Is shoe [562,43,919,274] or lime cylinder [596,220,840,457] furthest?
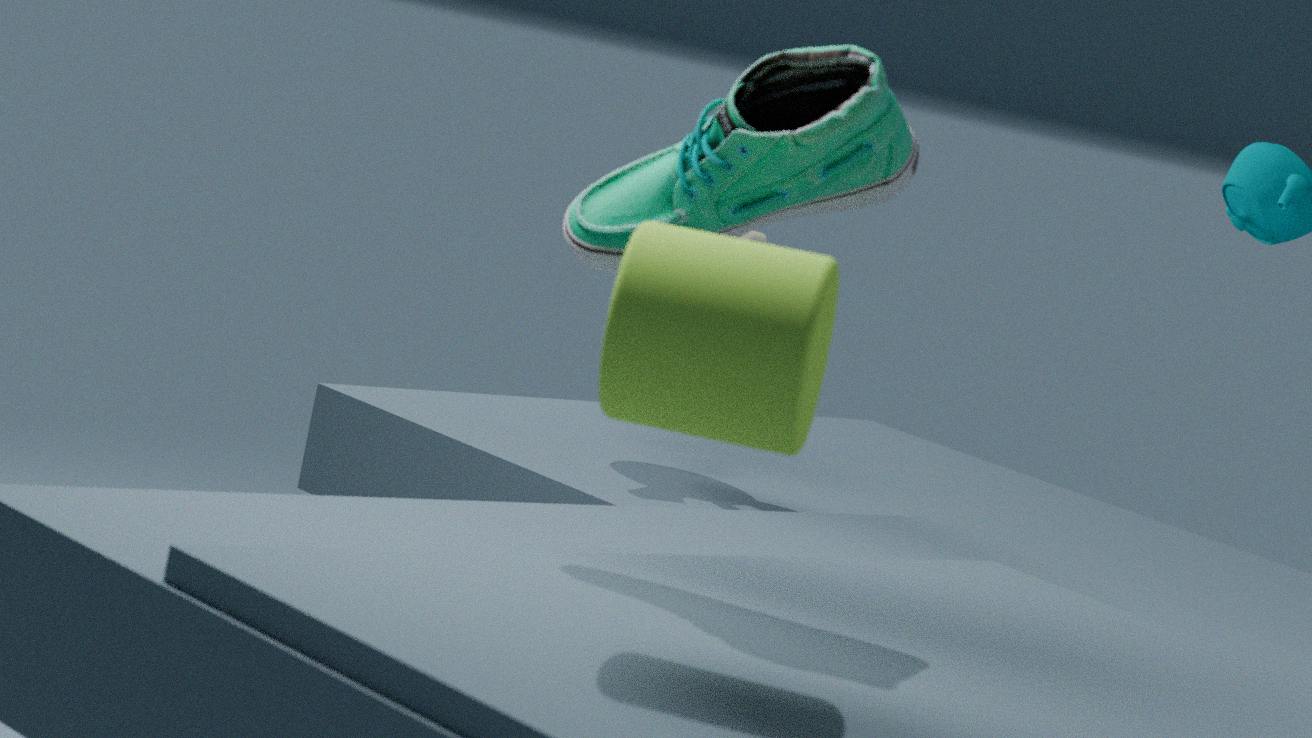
shoe [562,43,919,274]
